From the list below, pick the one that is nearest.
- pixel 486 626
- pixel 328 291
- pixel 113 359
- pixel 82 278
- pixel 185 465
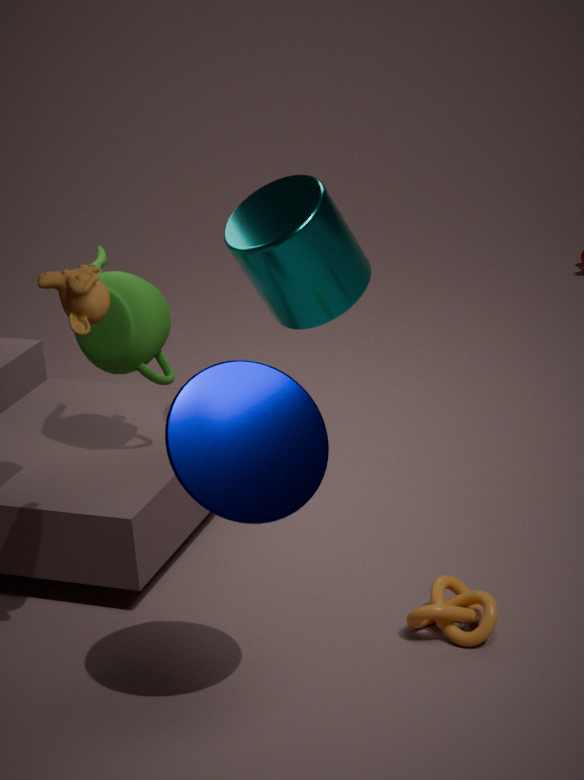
pixel 185 465
